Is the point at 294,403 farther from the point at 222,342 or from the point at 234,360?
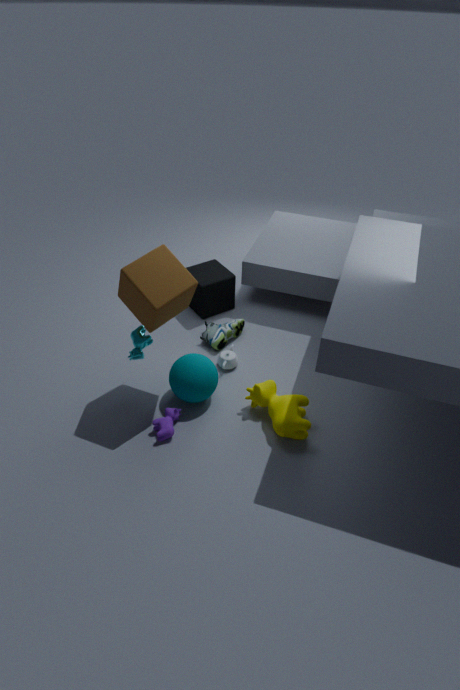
the point at 222,342
